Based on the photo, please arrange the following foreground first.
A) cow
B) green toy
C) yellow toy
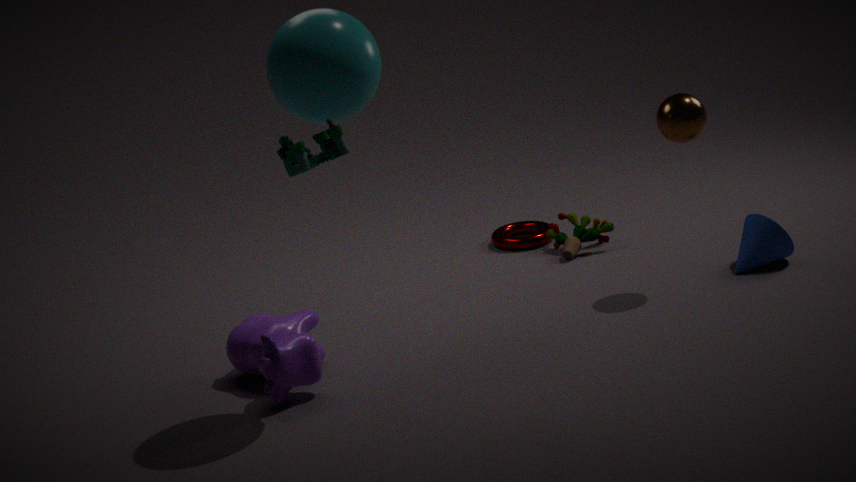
1. green toy
2. cow
3. yellow toy
